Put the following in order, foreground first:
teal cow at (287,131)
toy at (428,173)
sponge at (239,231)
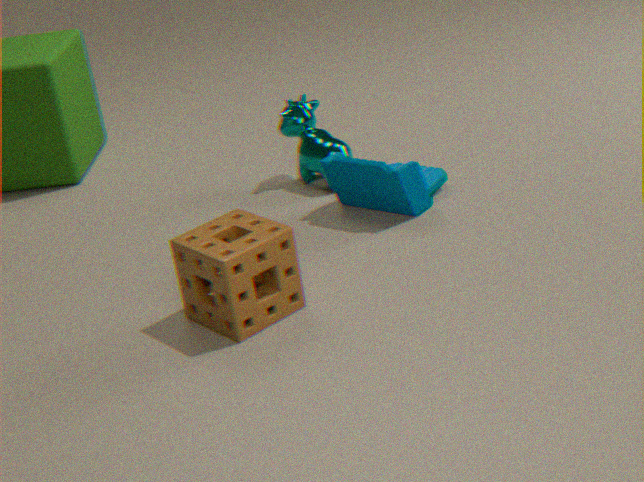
sponge at (239,231) < toy at (428,173) < teal cow at (287,131)
